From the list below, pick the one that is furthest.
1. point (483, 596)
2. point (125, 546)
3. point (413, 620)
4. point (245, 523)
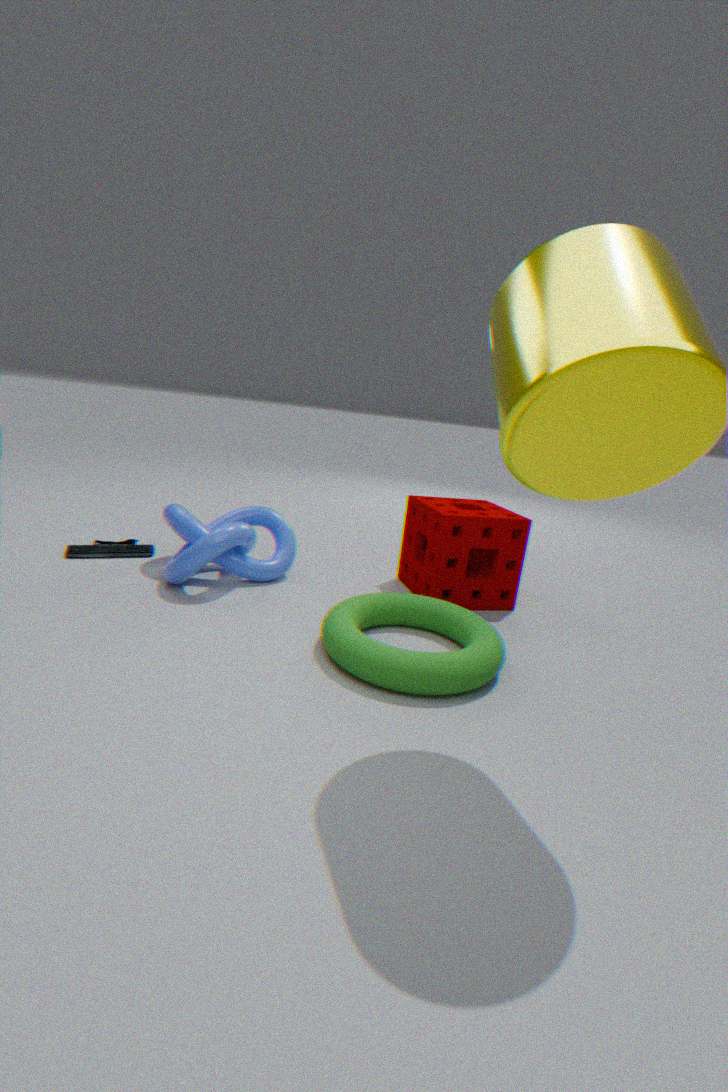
point (125, 546)
